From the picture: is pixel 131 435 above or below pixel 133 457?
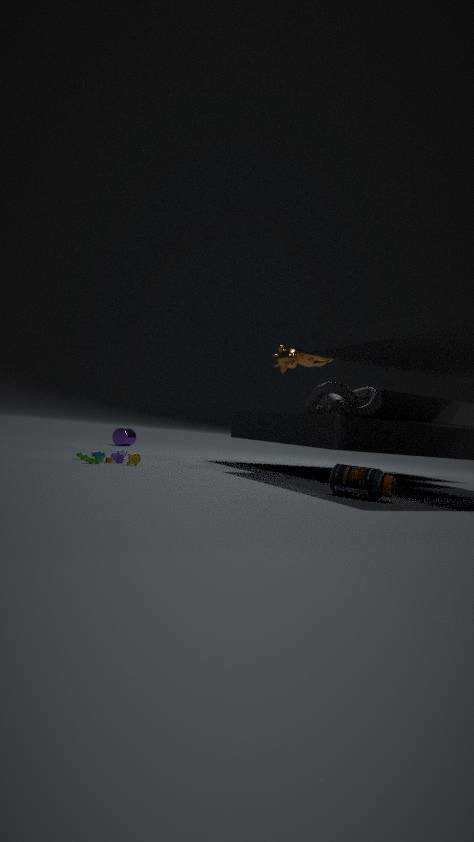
above
